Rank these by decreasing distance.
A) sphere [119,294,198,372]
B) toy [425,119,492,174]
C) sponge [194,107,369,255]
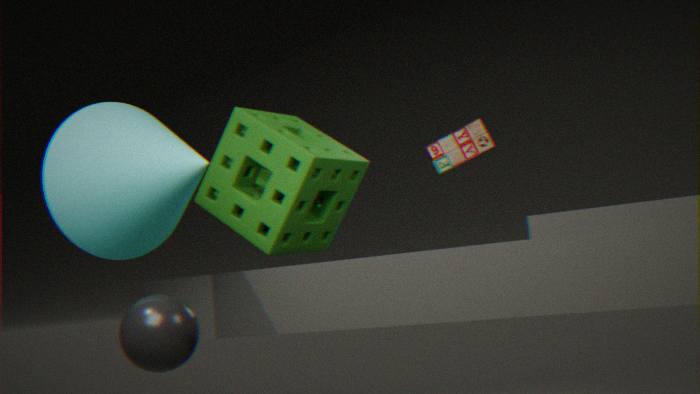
toy [425,119,492,174]
sponge [194,107,369,255]
sphere [119,294,198,372]
